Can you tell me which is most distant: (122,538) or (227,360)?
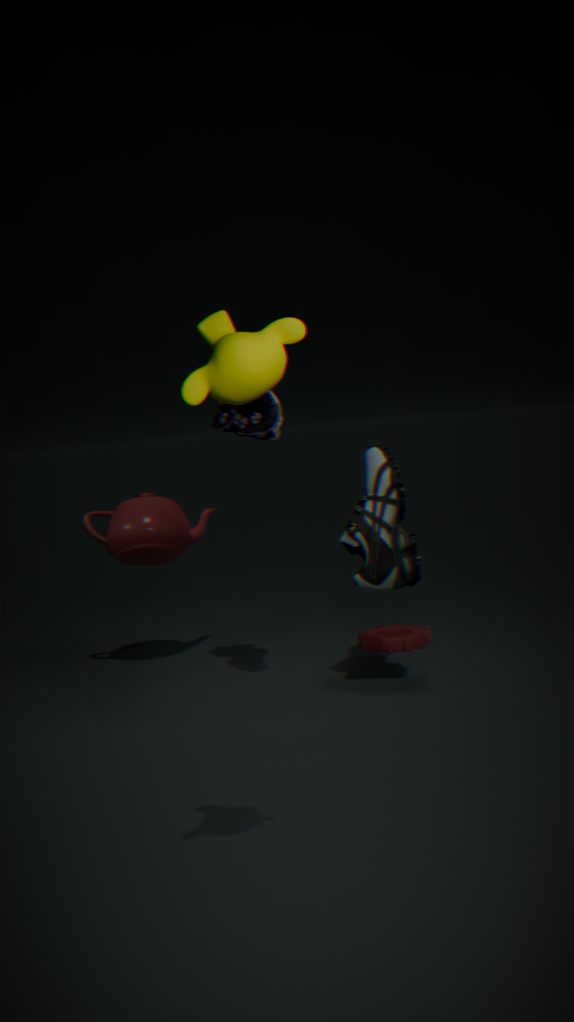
(122,538)
